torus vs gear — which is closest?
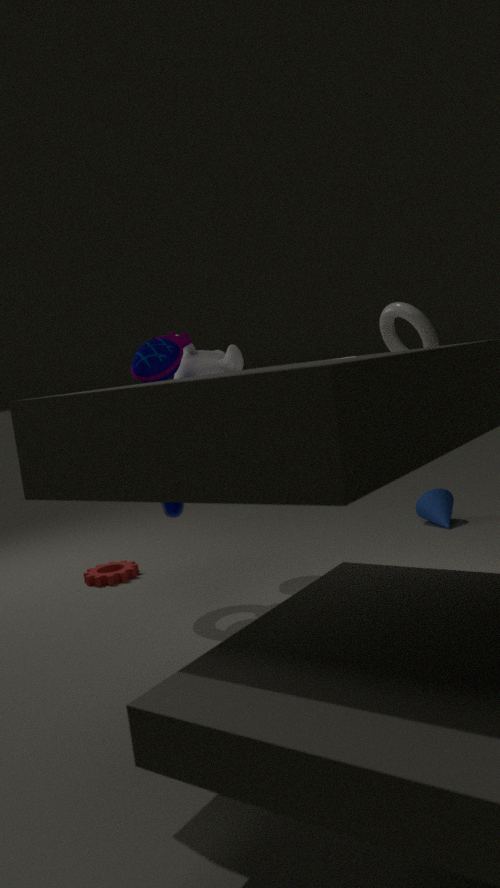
torus
